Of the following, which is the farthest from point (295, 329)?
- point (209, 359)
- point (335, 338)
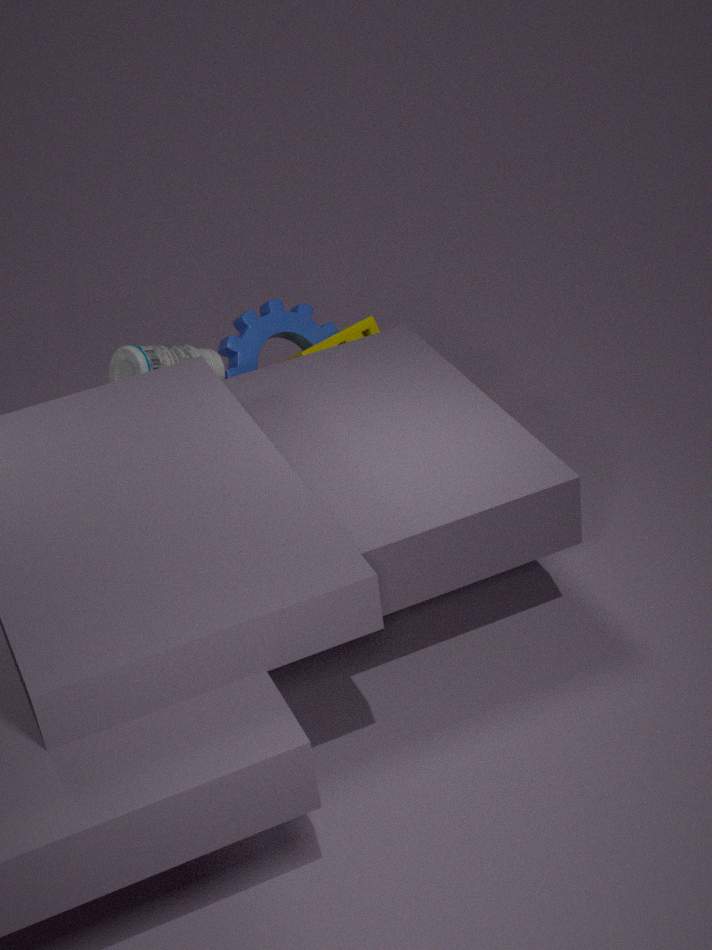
point (209, 359)
